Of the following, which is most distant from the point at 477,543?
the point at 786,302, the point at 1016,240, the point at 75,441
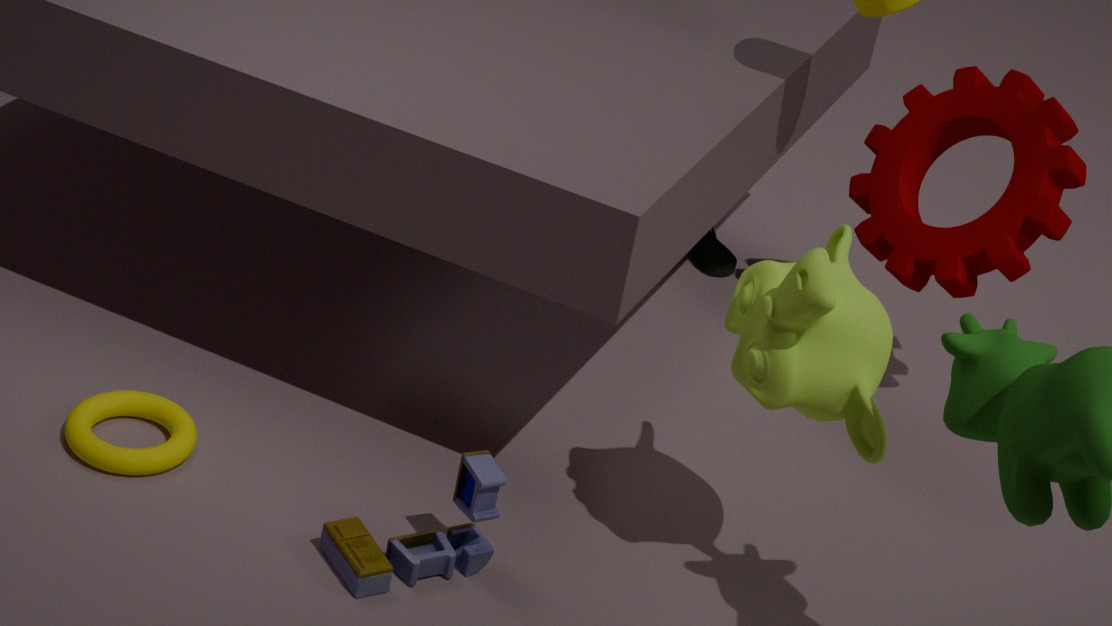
the point at 1016,240
